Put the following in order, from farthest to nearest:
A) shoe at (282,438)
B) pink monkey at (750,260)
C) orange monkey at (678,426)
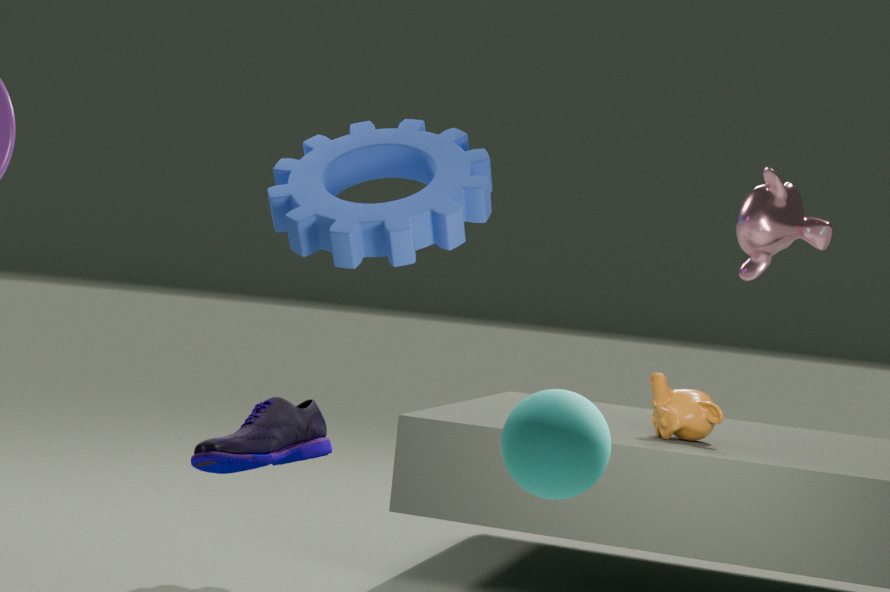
1. orange monkey at (678,426)
2. pink monkey at (750,260)
3. shoe at (282,438)
